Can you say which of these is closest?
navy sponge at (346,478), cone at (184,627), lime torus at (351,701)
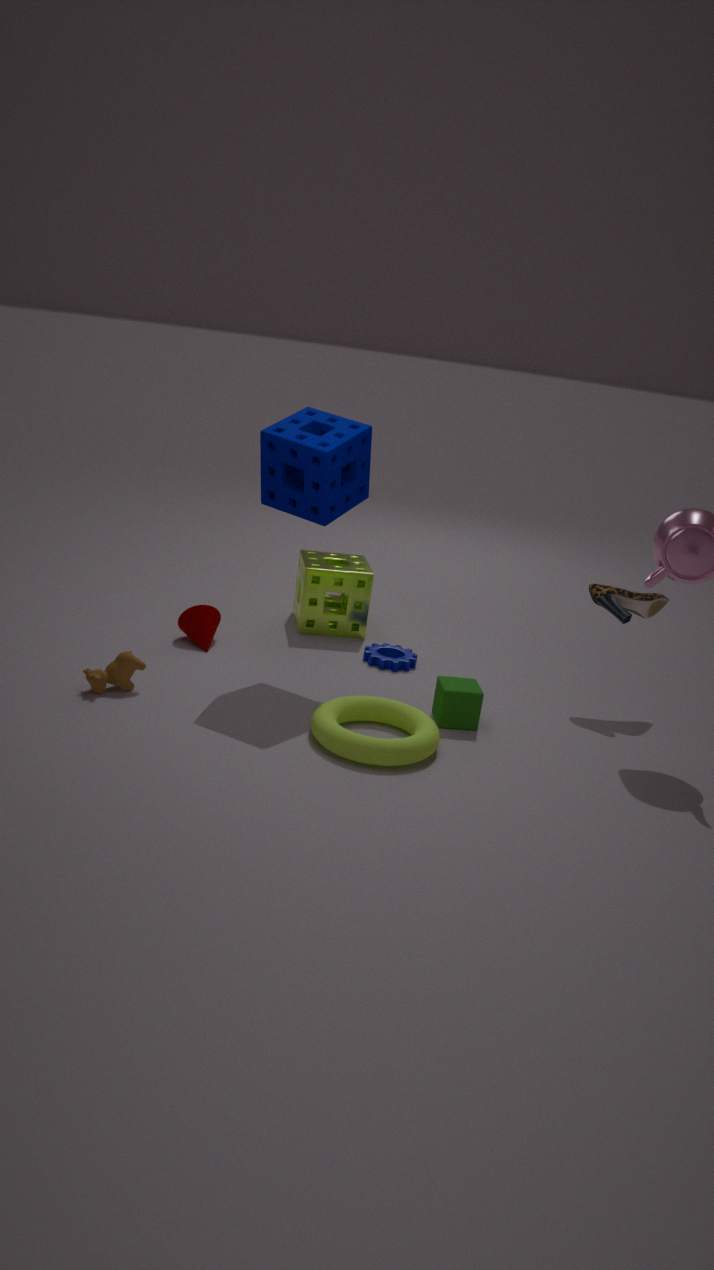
lime torus at (351,701)
